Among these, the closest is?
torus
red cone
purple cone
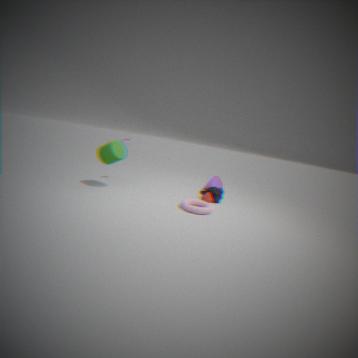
torus
